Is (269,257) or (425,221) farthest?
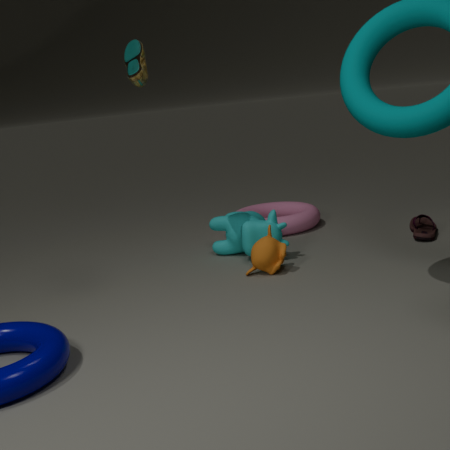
(425,221)
